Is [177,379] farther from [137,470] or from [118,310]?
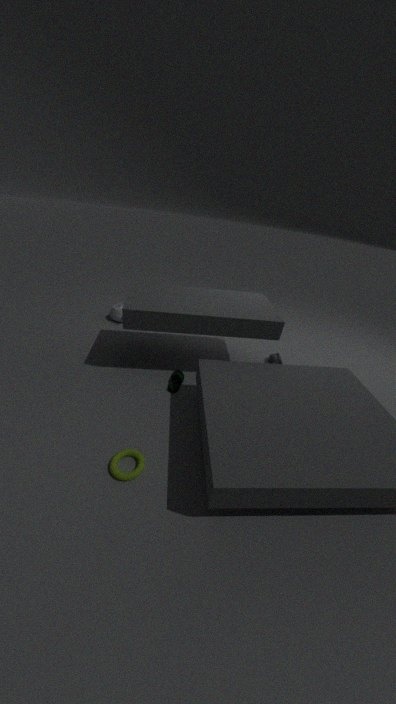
[118,310]
